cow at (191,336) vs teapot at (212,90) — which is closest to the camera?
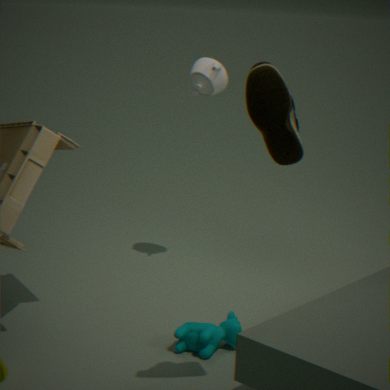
cow at (191,336)
